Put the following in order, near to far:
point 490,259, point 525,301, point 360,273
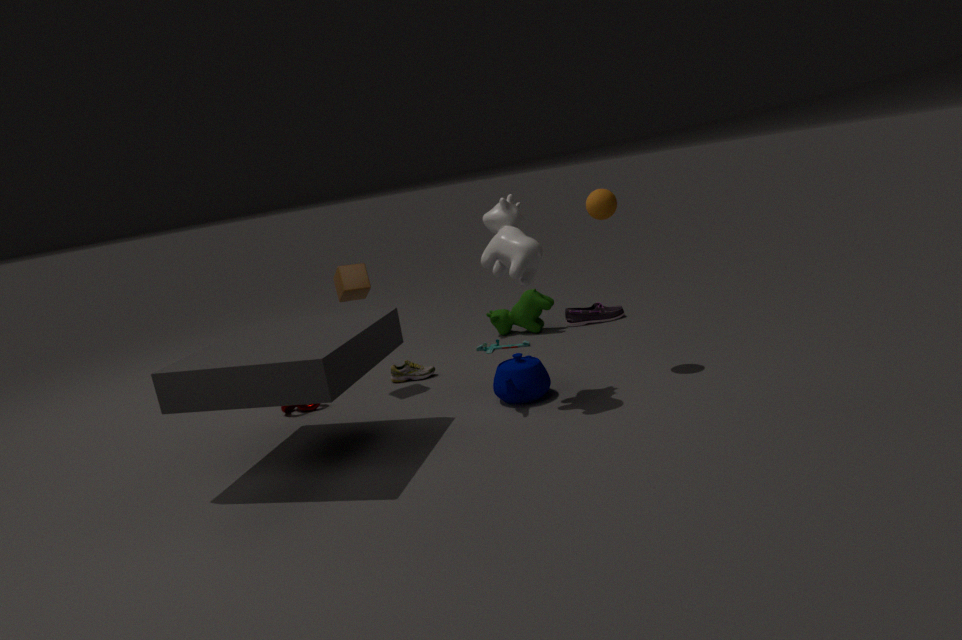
point 490,259
point 360,273
point 525,301
